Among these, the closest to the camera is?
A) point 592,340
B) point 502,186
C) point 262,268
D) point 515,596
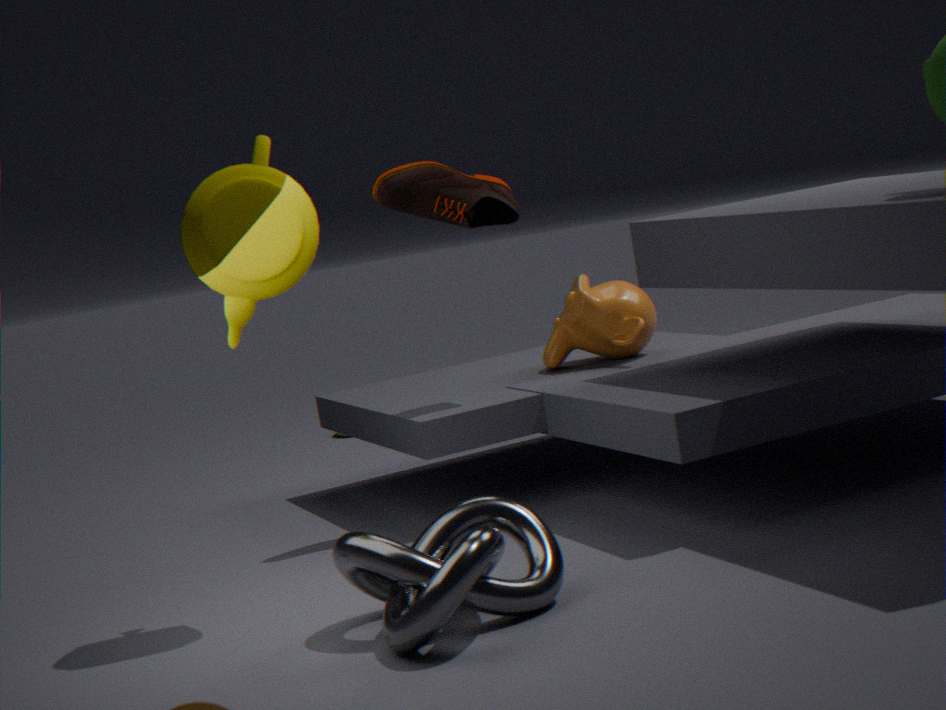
point 515,596
